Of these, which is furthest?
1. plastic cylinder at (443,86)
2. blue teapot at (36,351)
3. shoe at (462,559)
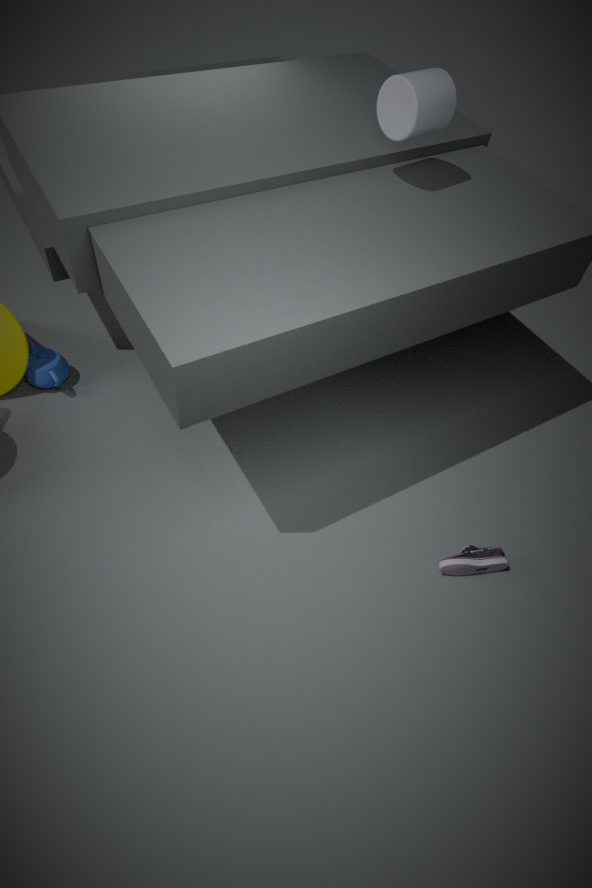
blue teapot at (36,351)
